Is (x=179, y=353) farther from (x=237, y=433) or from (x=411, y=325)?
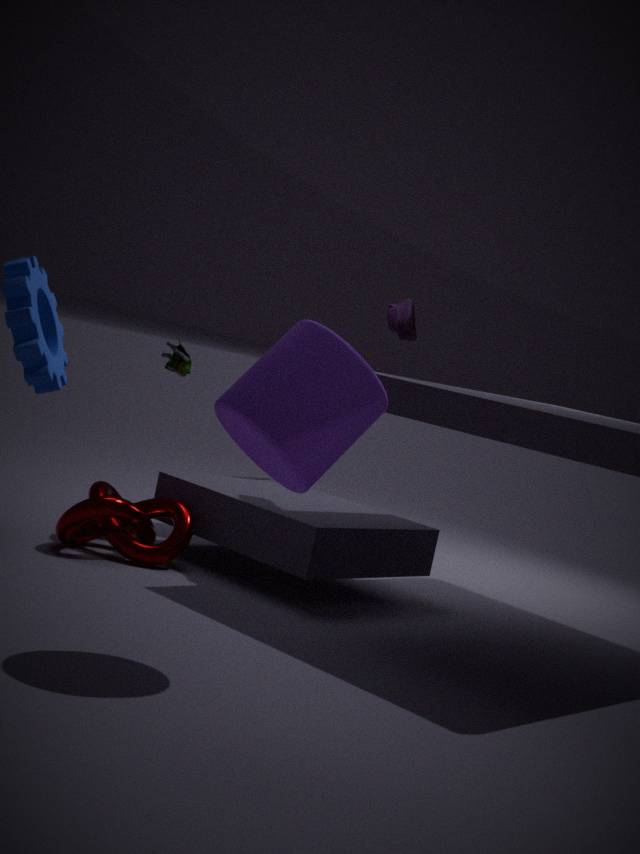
(x=411, y=325)
